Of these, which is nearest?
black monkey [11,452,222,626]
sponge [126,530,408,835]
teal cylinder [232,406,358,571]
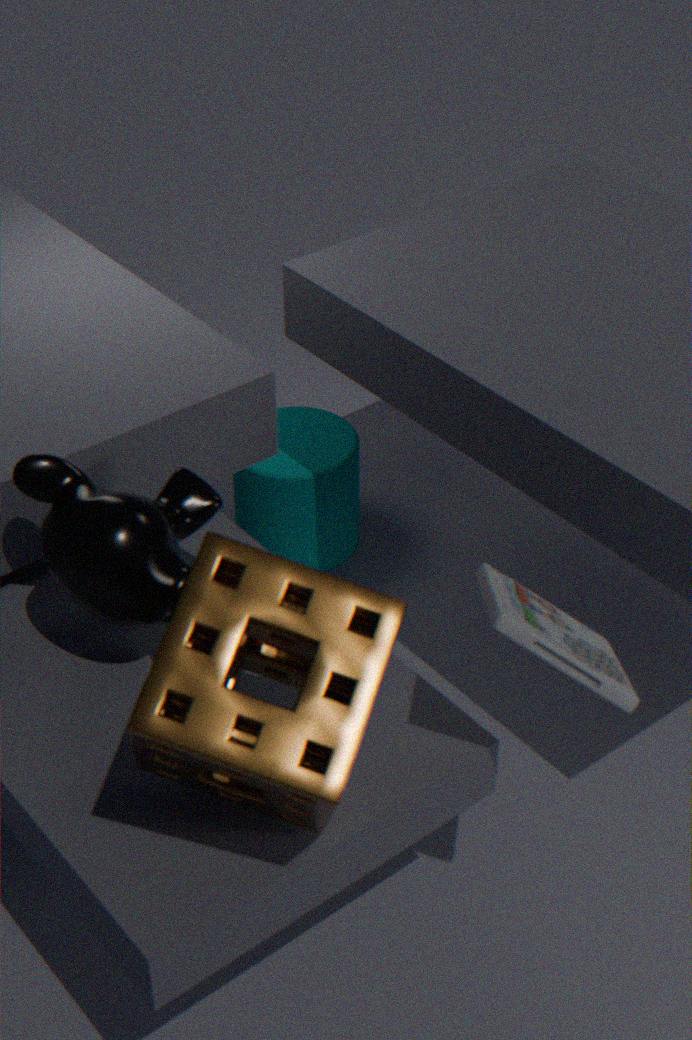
sponge [126,530,408,835]
